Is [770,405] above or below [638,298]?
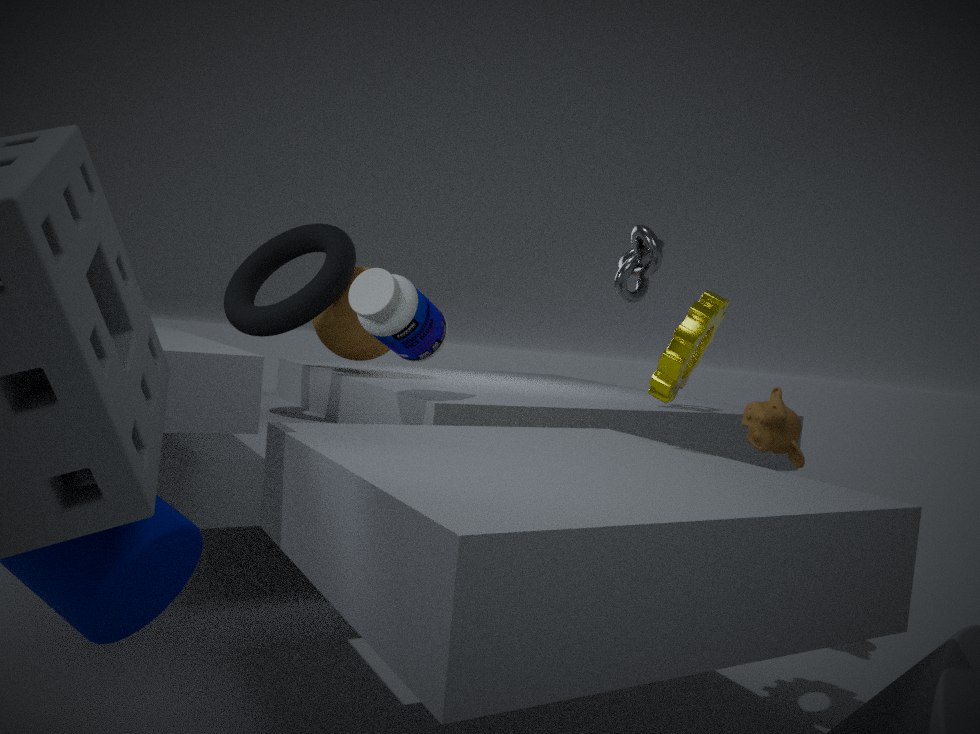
below
